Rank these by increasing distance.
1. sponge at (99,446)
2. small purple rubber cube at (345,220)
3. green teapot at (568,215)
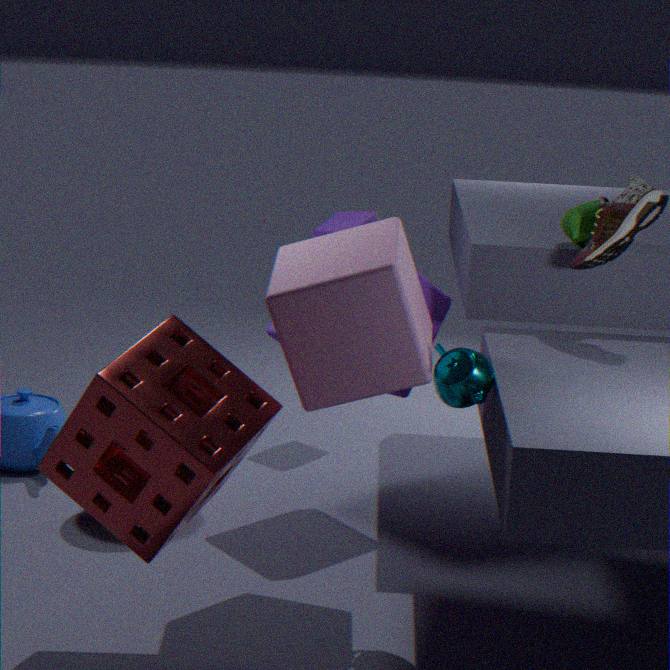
1. sponge at (99,446)
2. green teapot at (568,215)
3. small purple rubber cube at (345,220)
